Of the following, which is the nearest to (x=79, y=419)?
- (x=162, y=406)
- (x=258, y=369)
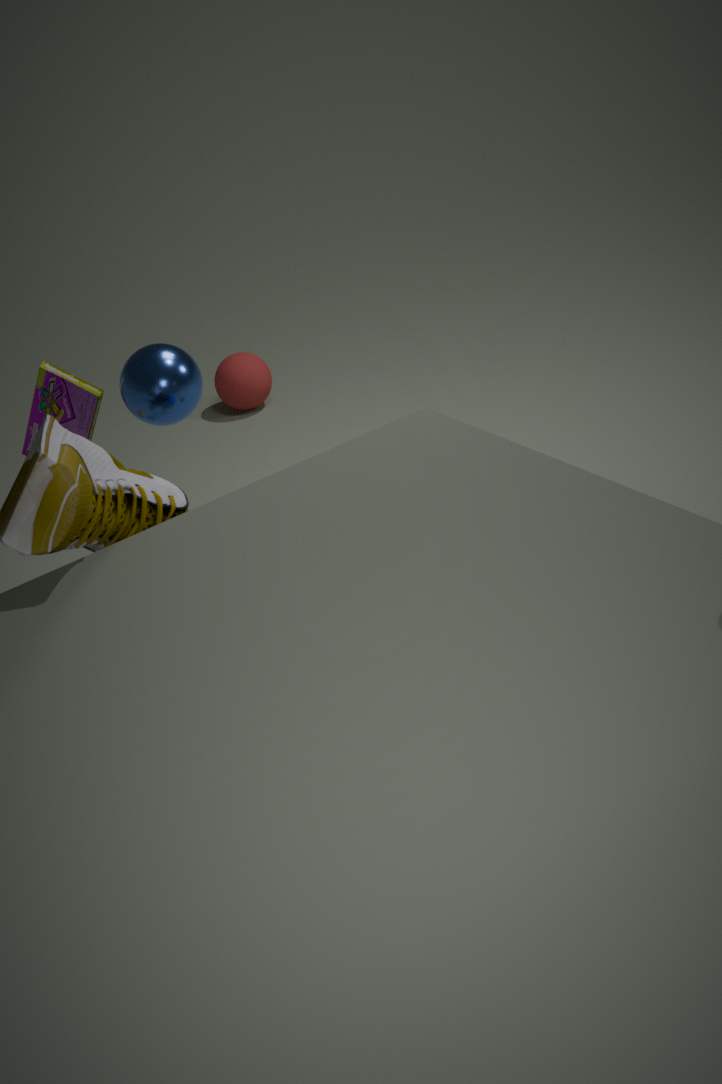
(x=162, y=406)
